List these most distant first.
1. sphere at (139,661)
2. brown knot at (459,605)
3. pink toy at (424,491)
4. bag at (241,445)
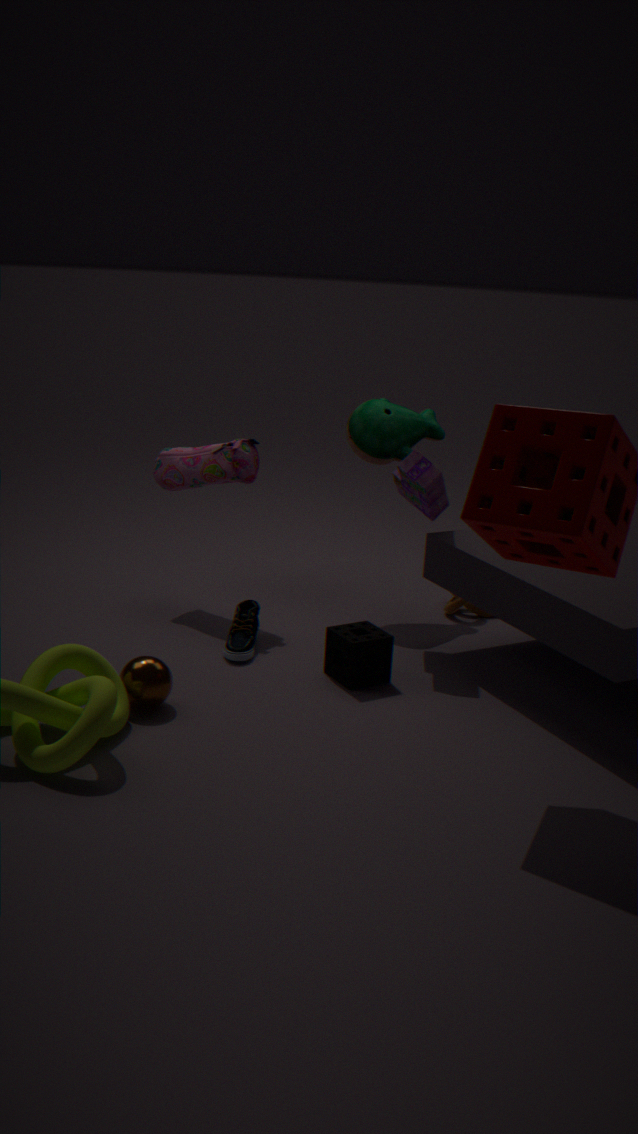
brown knot at (459,605)
bag at (241,445)
pink toy at (424,491)
sphere at (139,661)
